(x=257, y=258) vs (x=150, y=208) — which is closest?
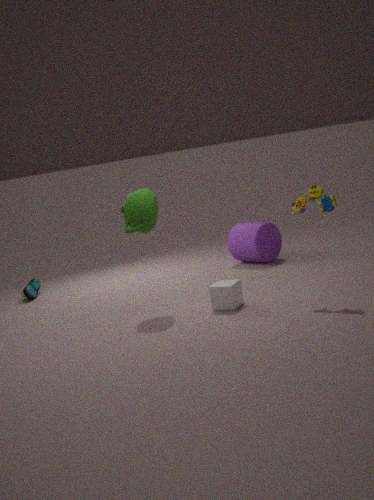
(x=150, y=208)
